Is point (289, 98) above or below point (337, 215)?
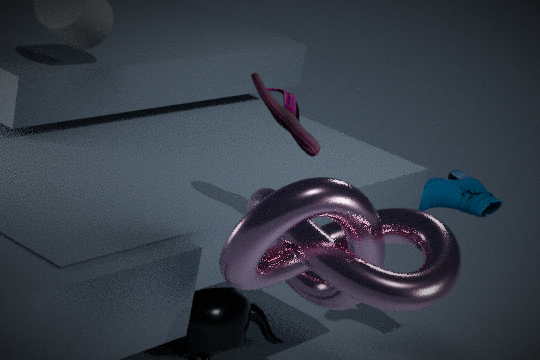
above
